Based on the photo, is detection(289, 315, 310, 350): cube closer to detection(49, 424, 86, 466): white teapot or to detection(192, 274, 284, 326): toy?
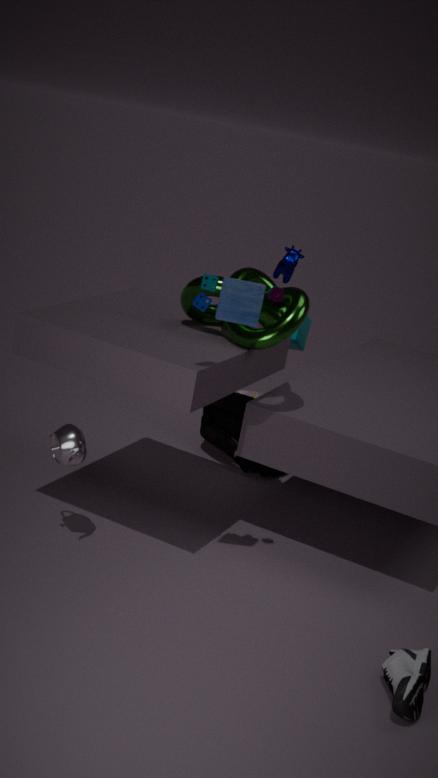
detection(49, 424, 86, 466): white teapot
